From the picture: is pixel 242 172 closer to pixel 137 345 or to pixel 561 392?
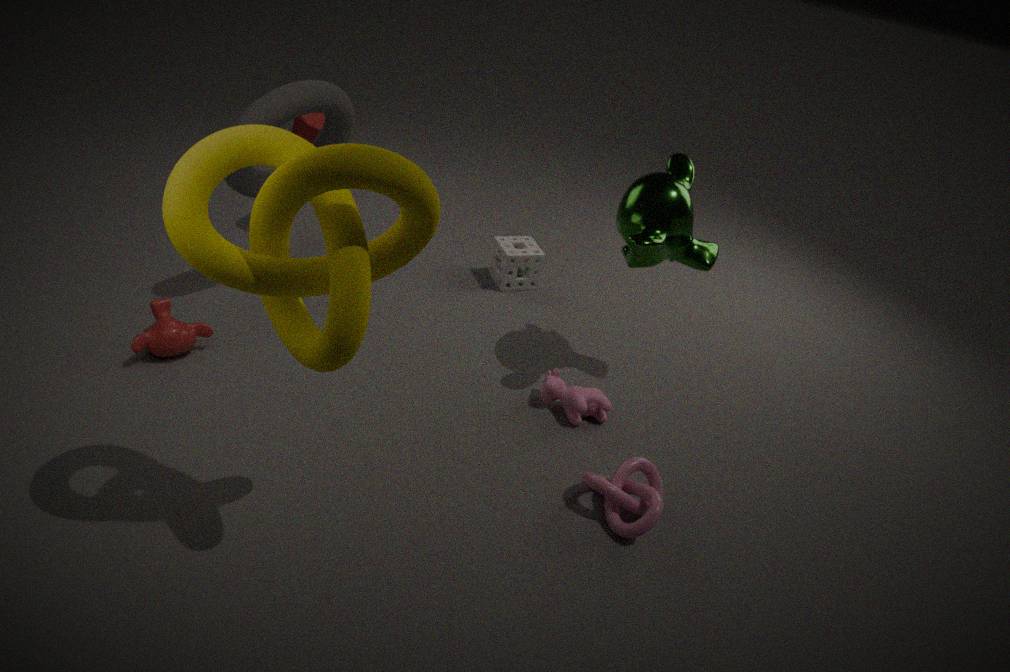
Result: pixel 137 345
